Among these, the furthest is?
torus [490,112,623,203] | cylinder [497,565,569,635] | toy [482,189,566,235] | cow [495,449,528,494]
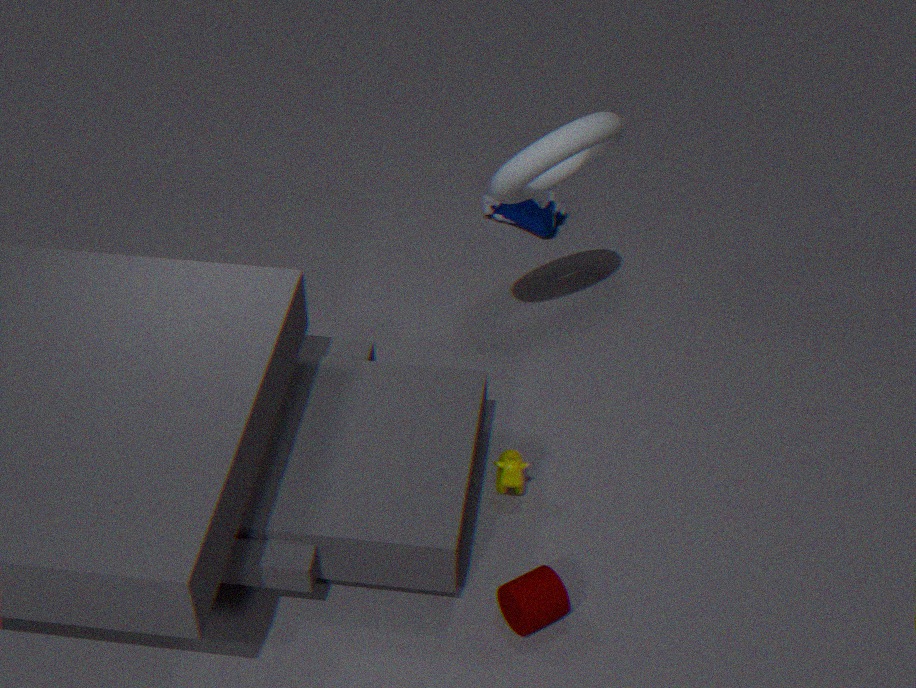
toy [482,189,566,235]
